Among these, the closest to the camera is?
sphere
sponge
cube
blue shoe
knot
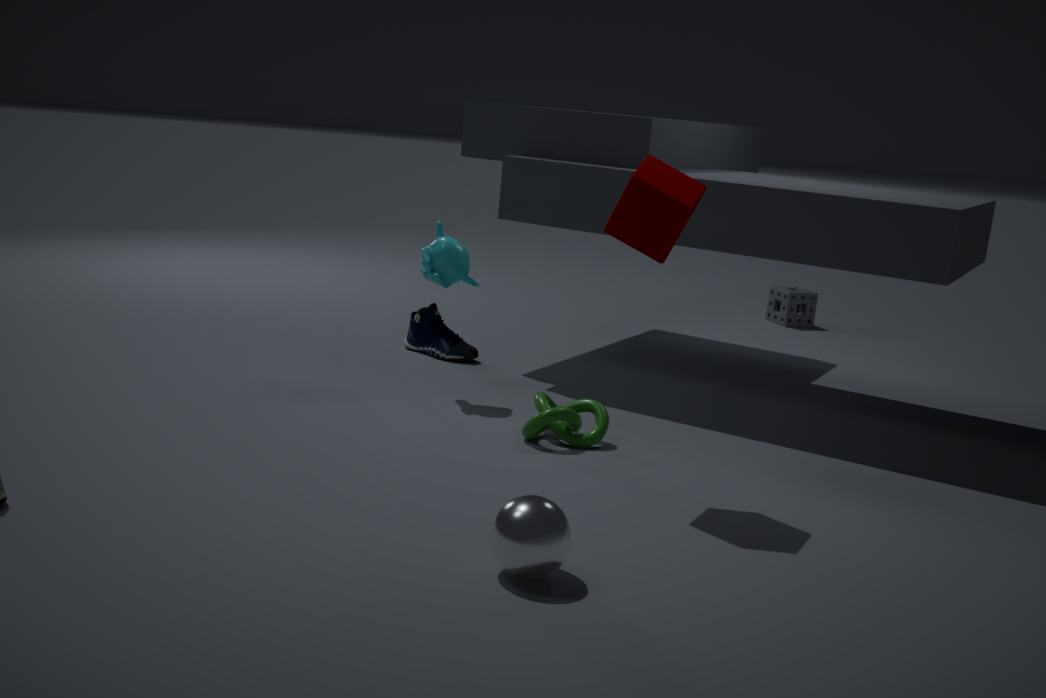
sphere
